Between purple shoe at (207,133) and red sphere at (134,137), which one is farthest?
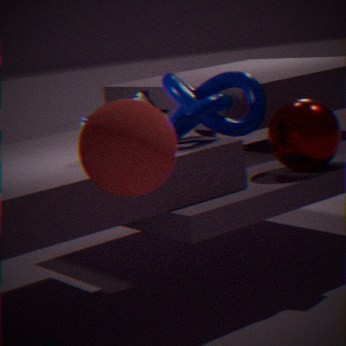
purple shoe at (207,133)
